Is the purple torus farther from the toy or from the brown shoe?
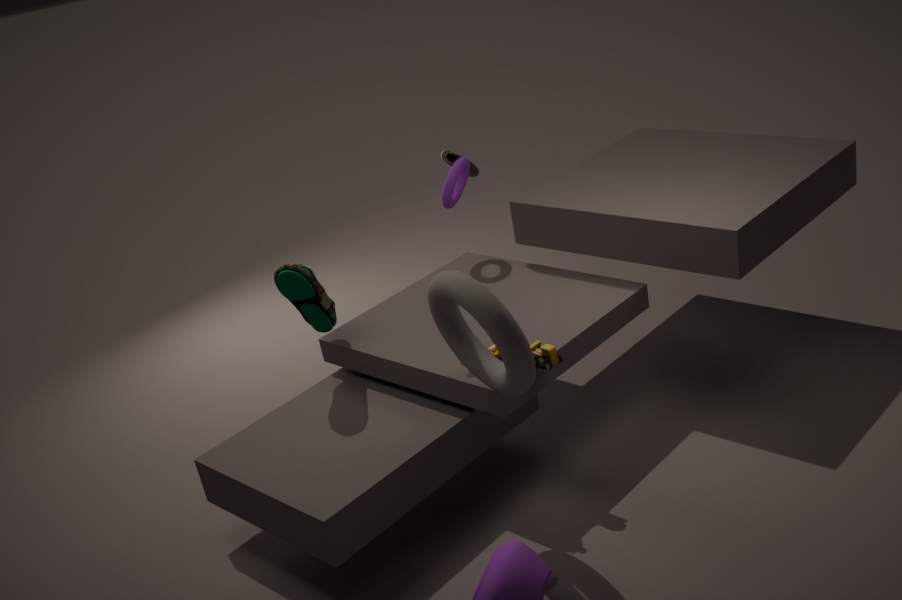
the toy
